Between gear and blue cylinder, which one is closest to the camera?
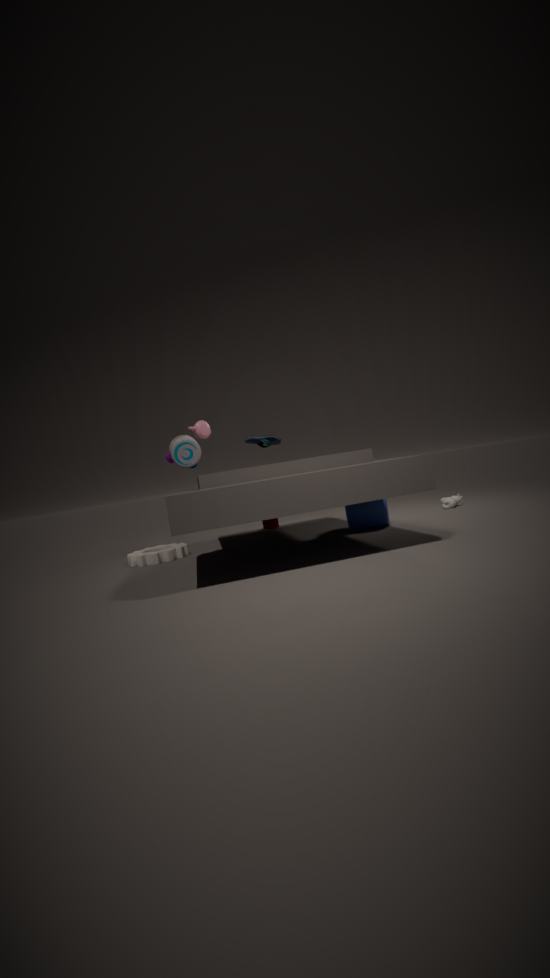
blue cylinder
